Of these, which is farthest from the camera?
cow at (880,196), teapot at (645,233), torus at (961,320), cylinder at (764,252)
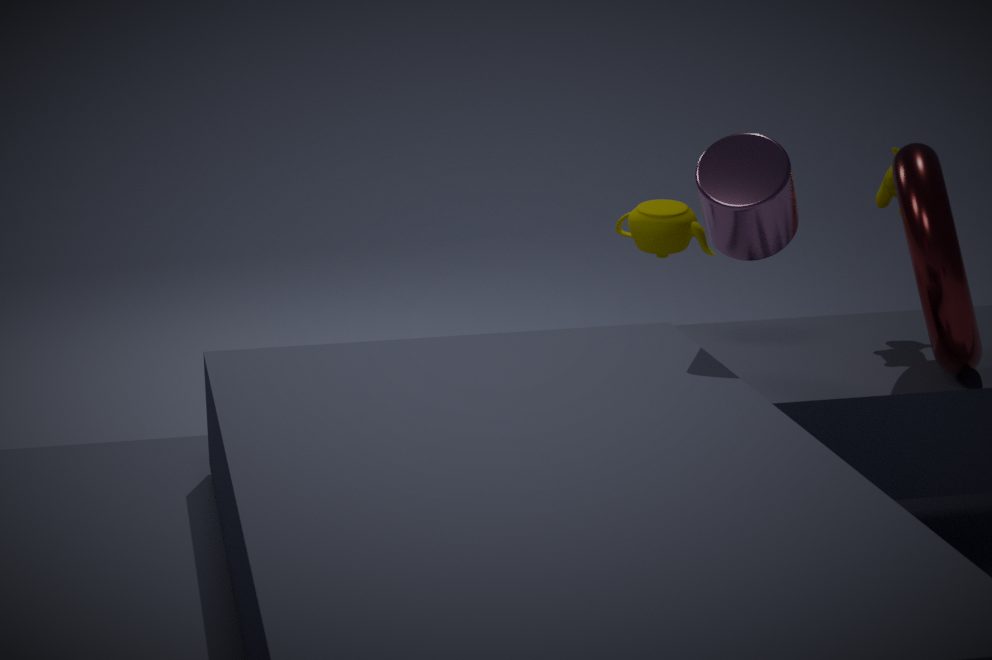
cow at (880,196)
